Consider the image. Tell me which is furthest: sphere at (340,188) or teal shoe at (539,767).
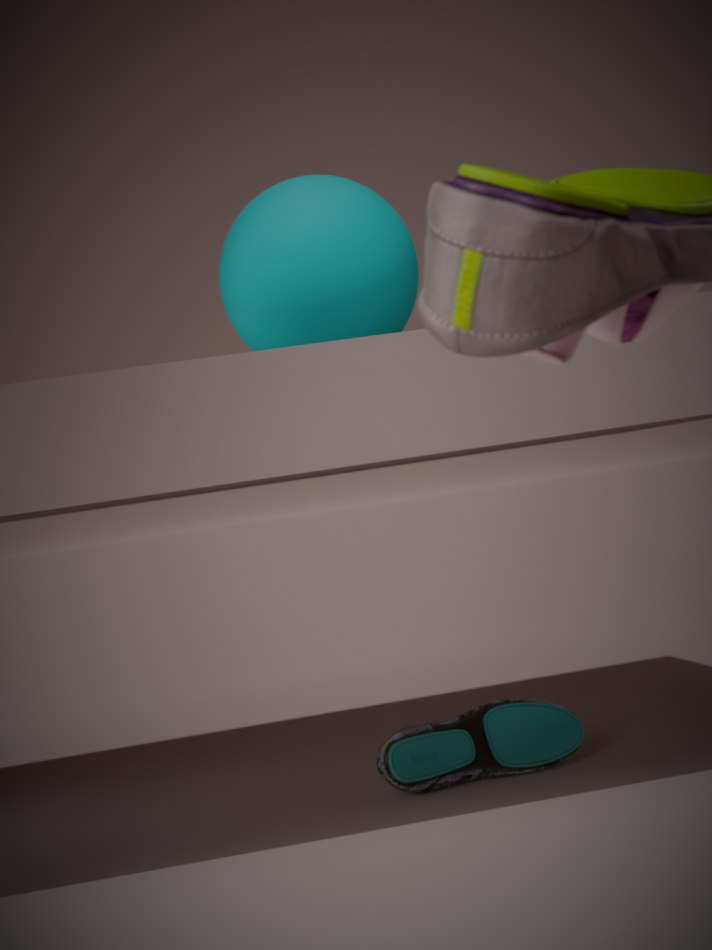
sphere at (340,188)
